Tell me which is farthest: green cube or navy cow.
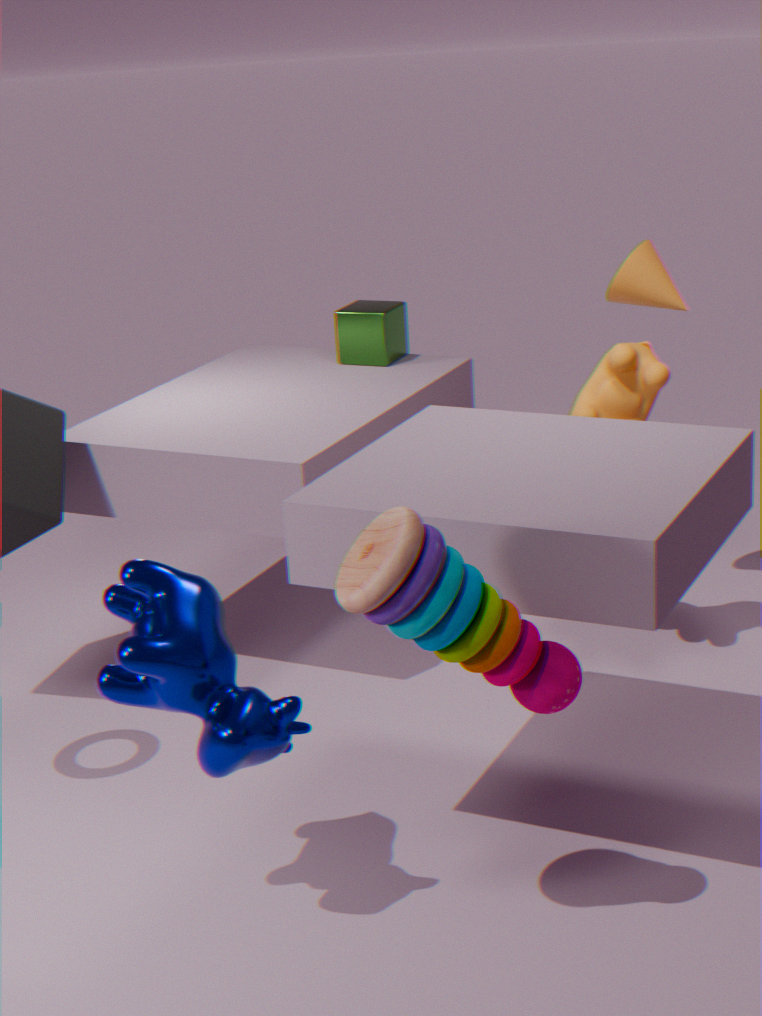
green cube
